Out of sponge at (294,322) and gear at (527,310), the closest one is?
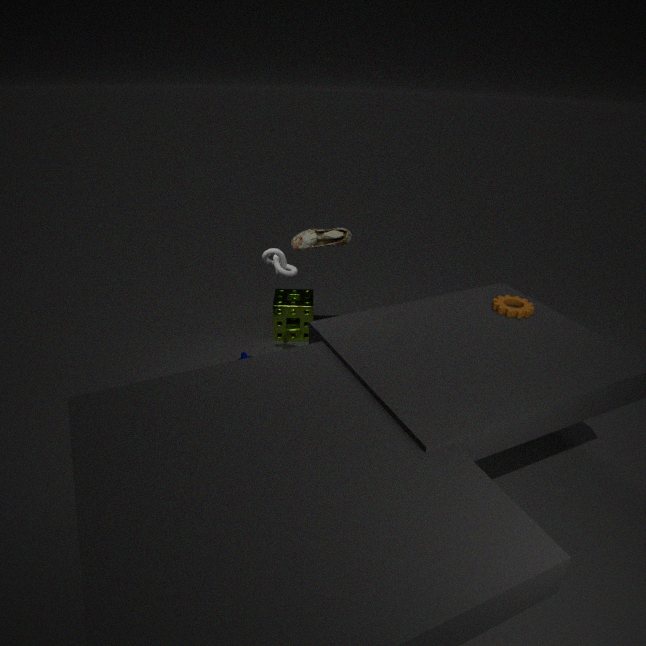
gear at (527,310)
